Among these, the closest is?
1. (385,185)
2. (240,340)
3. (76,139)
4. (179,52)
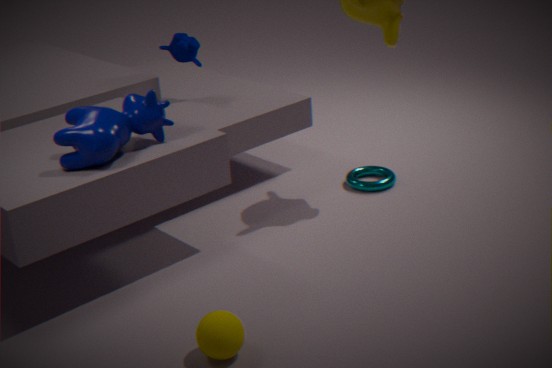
(240,340)
